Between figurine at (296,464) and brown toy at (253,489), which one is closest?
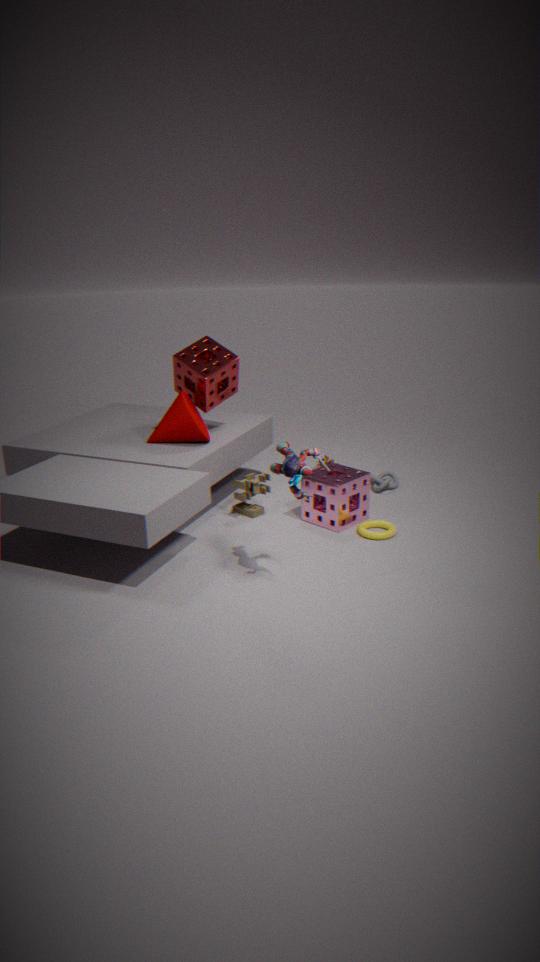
figurine at (296,464)
